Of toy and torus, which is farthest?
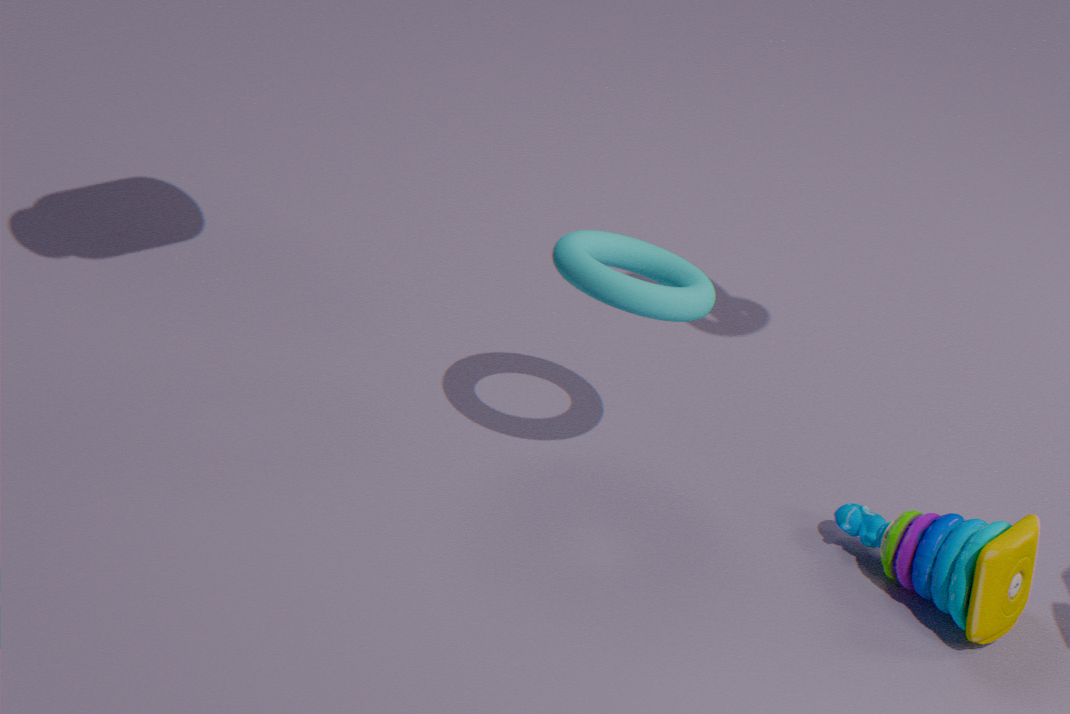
toy
